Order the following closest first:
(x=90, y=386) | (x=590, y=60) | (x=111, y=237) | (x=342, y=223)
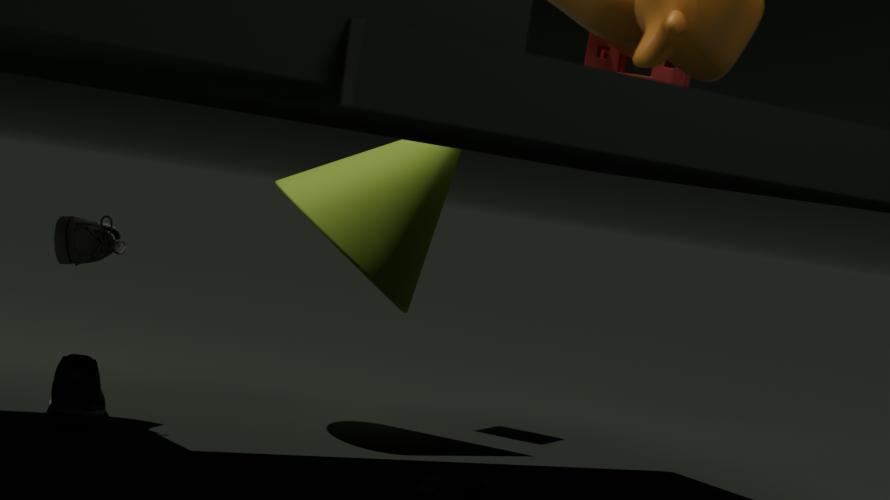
(x=590, y=60) → (x=111, y=237) → (x=90, y=386) → (x=342, y=223)
